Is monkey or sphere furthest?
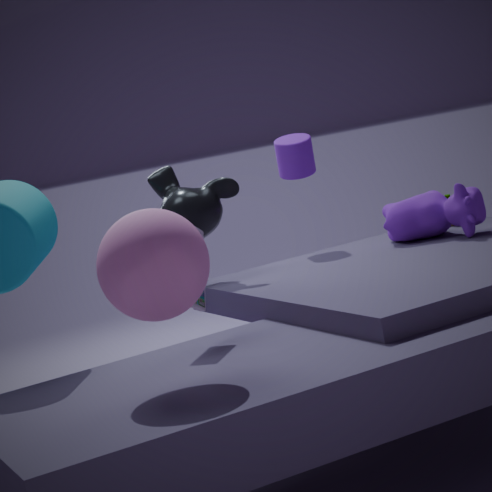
monkey
